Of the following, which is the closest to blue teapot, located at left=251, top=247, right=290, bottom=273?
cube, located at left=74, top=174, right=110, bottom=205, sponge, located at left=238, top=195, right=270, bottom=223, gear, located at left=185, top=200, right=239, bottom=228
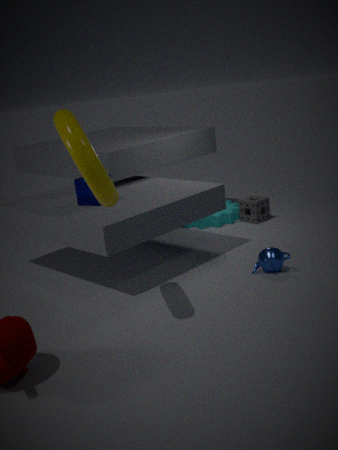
sponge, located at left=238, top=195, right=270, bottom=223
